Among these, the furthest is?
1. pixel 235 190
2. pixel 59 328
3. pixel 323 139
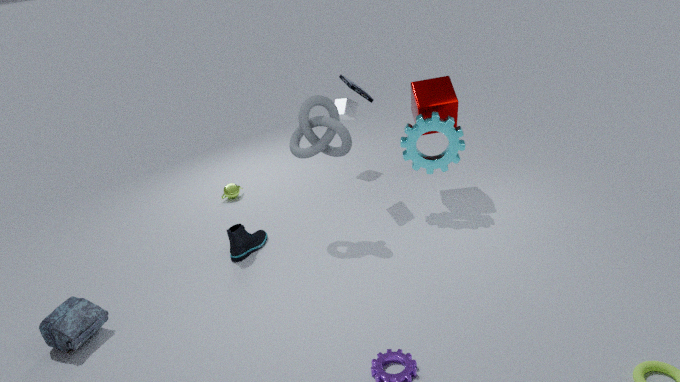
pixel 235 190
